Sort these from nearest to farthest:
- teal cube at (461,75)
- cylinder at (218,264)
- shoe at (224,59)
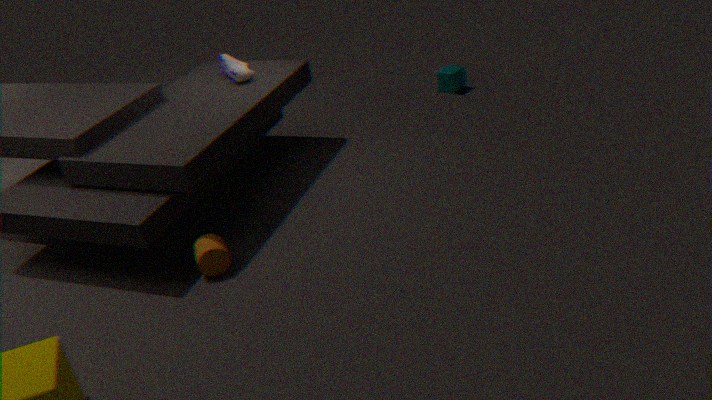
cylinder at (218,264) < shoe at (224,59) < teal cube at (461,75)
